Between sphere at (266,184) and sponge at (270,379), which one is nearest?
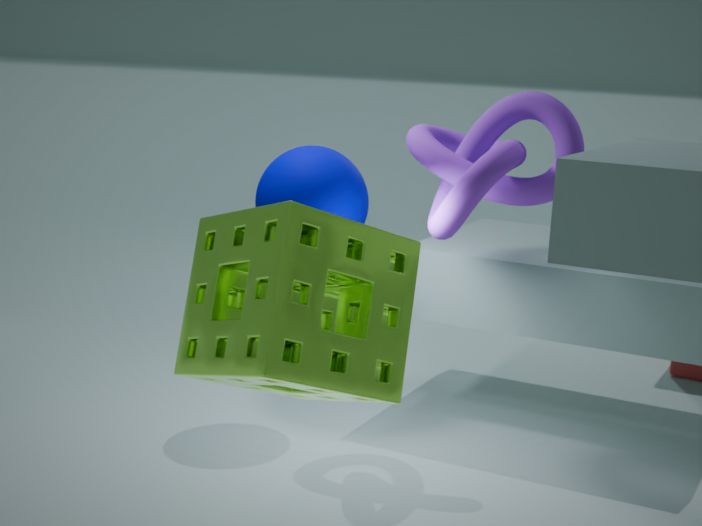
sponge at (270,379)
